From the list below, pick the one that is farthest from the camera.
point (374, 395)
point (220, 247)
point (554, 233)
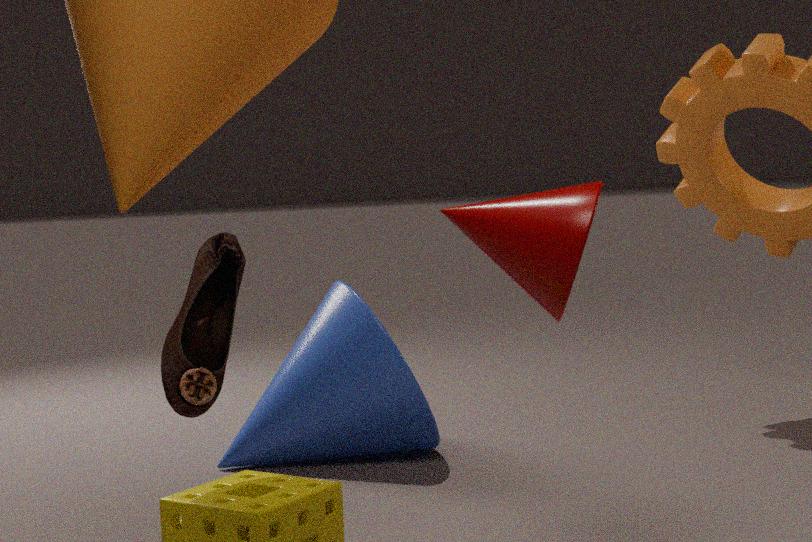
point (374, 395)
